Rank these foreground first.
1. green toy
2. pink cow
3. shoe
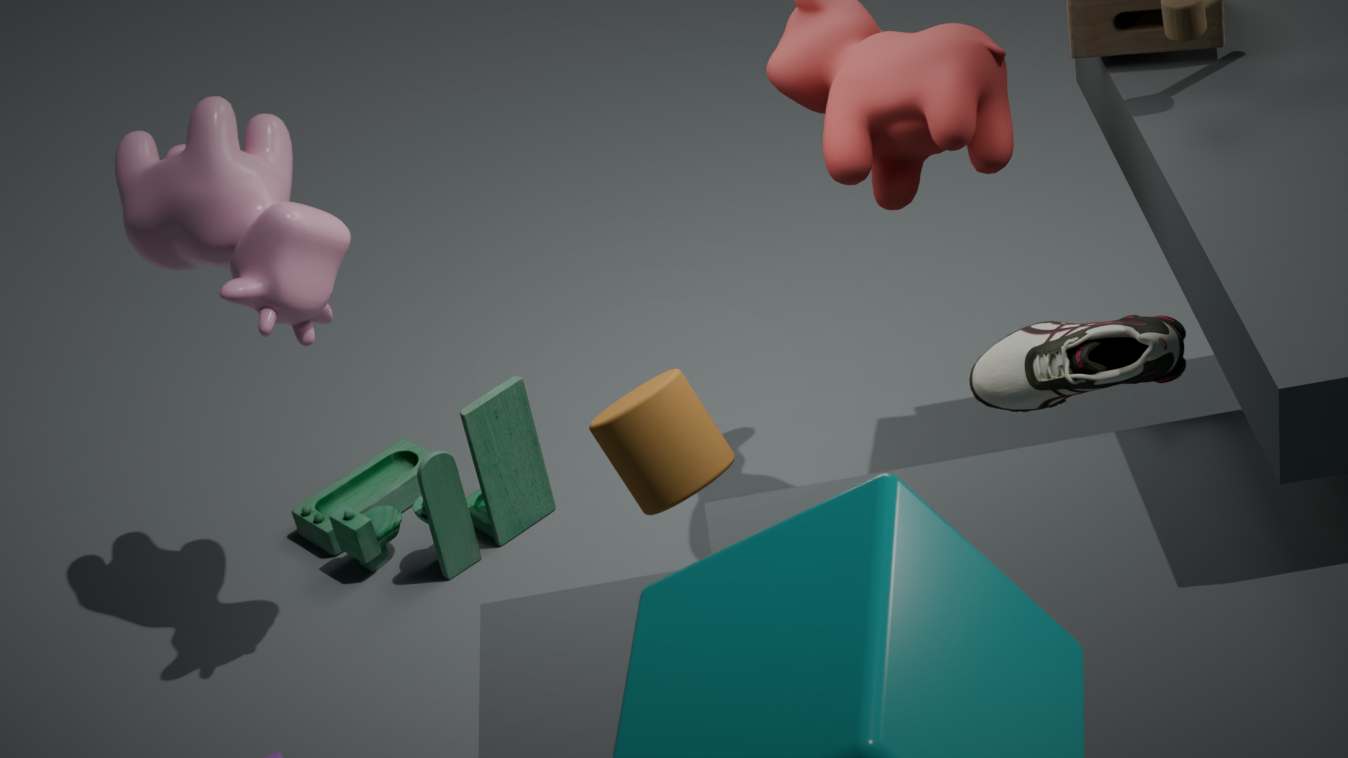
shoe, pink cow, green toy
